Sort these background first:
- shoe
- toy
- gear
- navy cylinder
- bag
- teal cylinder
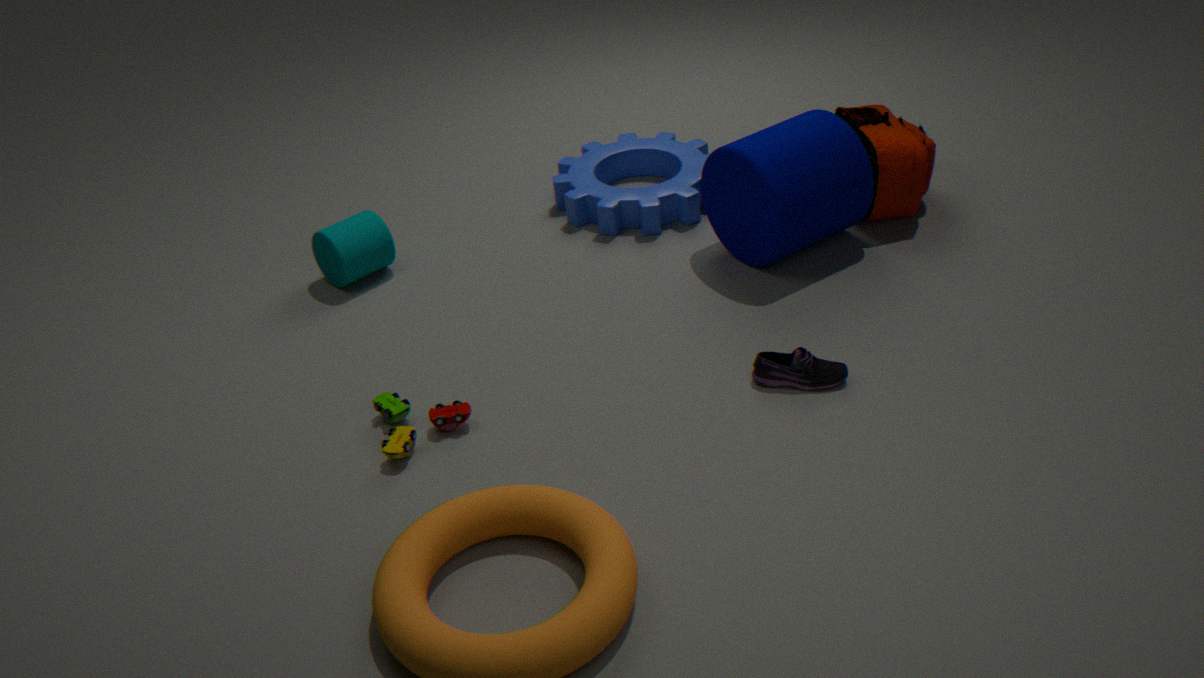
1. gear
2. teal cylinder
3. bag
4. navy cylinder
5. shoe
6. toy
